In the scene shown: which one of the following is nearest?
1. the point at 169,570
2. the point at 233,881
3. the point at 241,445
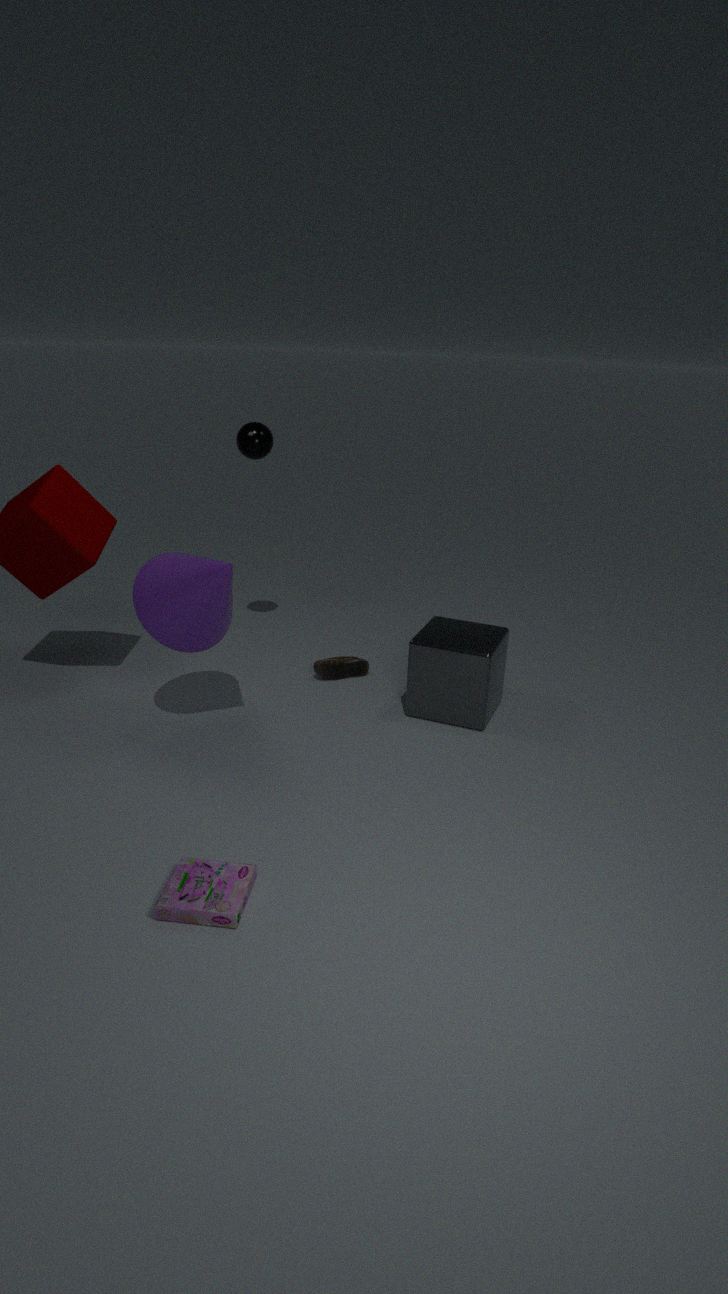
the point at 233,881
